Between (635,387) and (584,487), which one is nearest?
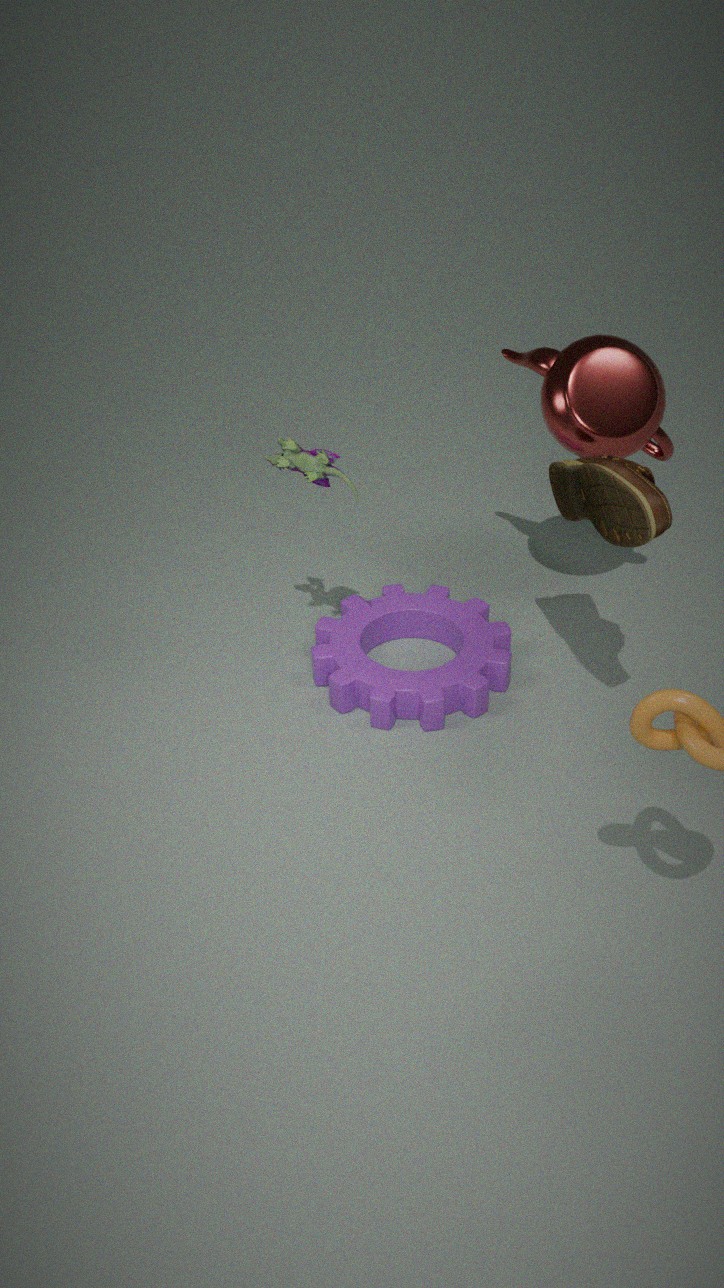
(584,487)
